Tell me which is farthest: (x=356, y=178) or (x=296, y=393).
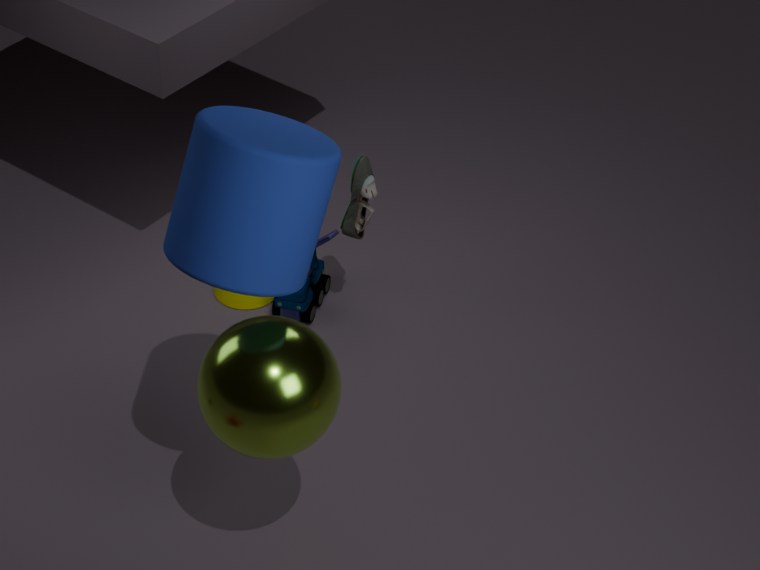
(x=356, y=178)
